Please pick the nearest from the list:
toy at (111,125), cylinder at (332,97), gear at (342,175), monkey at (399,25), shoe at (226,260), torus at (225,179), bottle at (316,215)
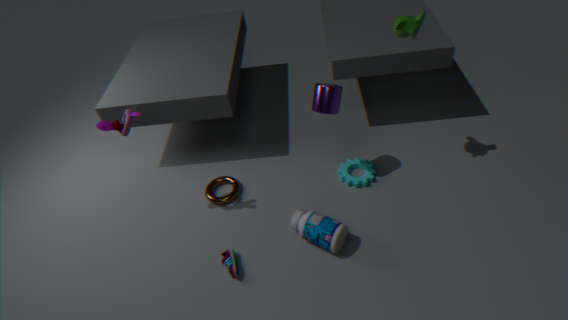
monkey at (399,25)
